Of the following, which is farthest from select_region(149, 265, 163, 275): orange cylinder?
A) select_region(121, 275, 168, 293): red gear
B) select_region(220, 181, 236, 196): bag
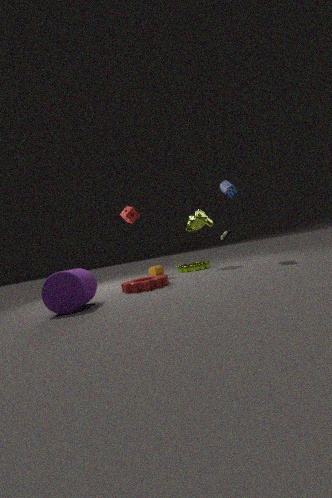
select_region(220, 181, 236, 196): bag
